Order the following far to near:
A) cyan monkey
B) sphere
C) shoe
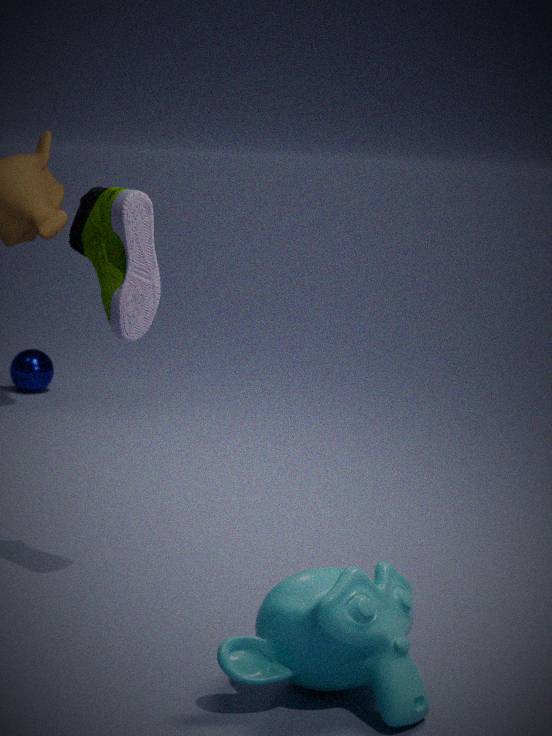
sphere
shoe
cyan monkey
